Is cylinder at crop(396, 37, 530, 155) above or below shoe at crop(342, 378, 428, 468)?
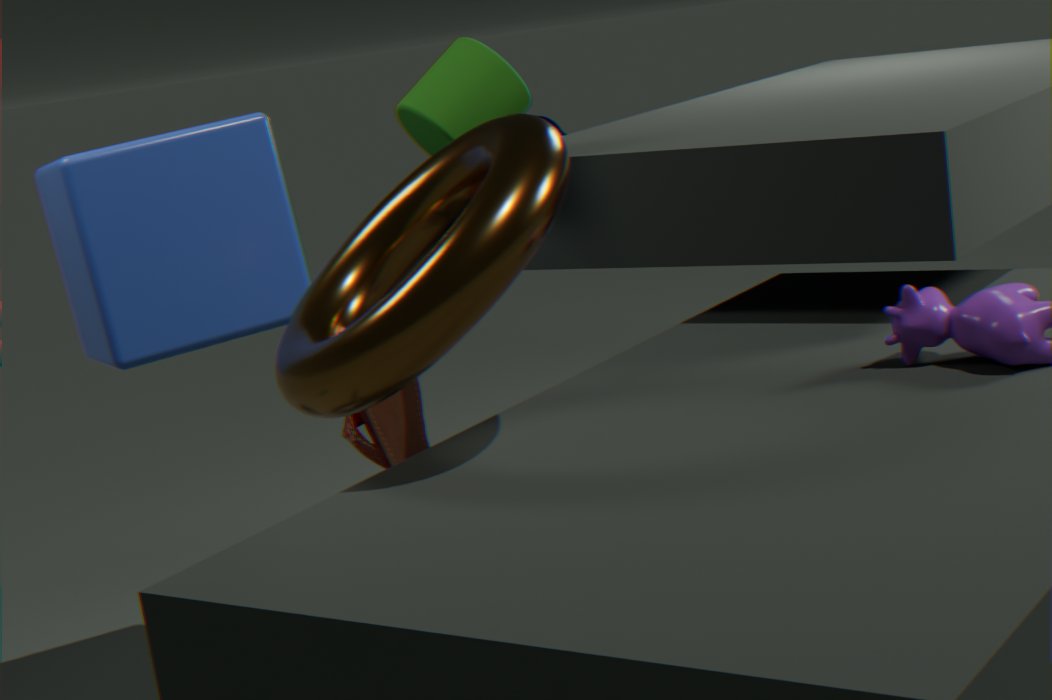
above
